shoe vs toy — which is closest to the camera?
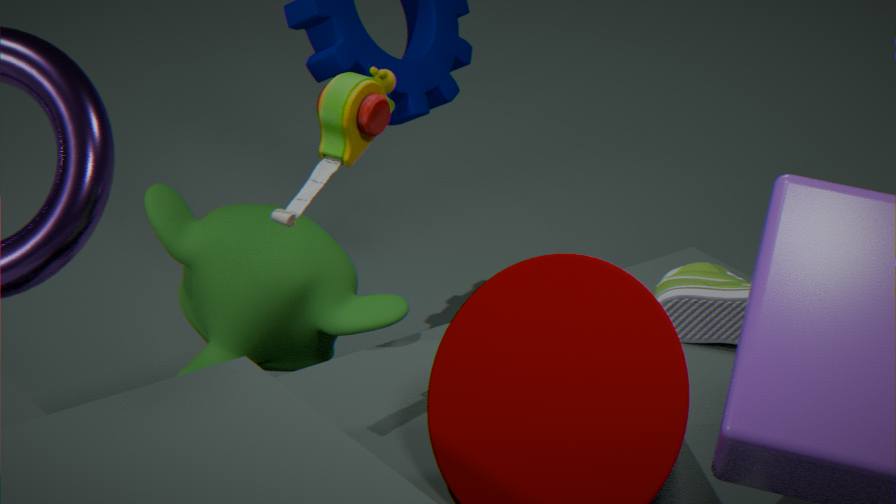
toy
